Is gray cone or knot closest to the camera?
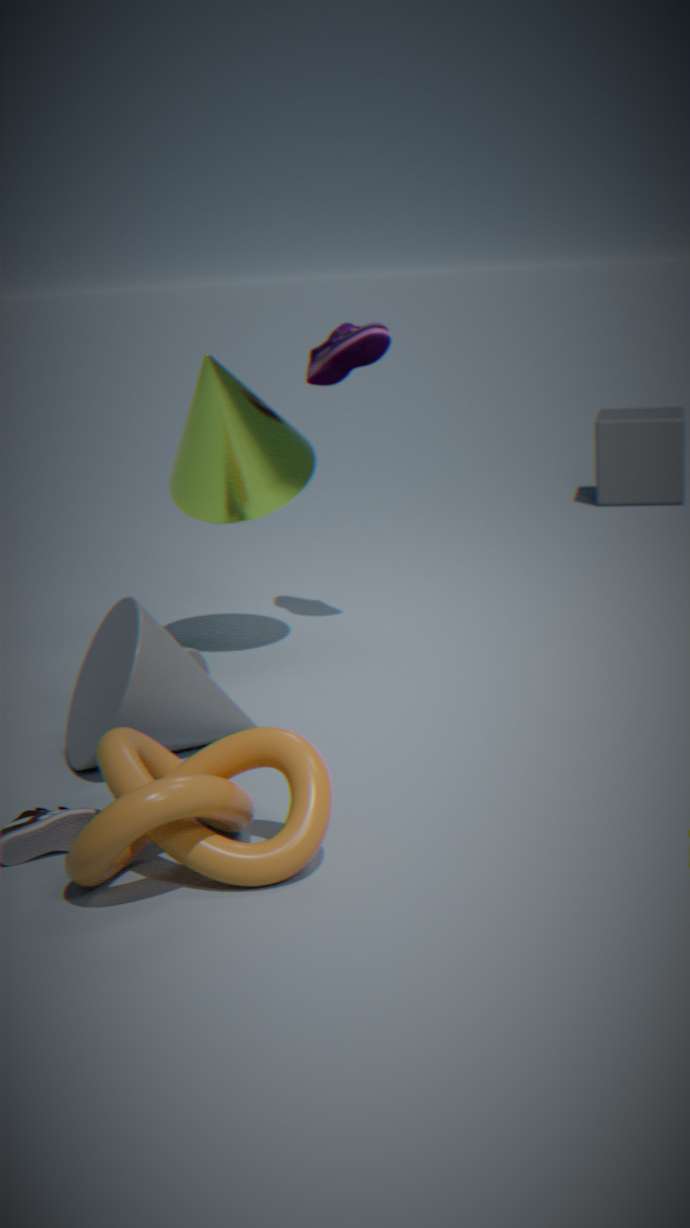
knot
